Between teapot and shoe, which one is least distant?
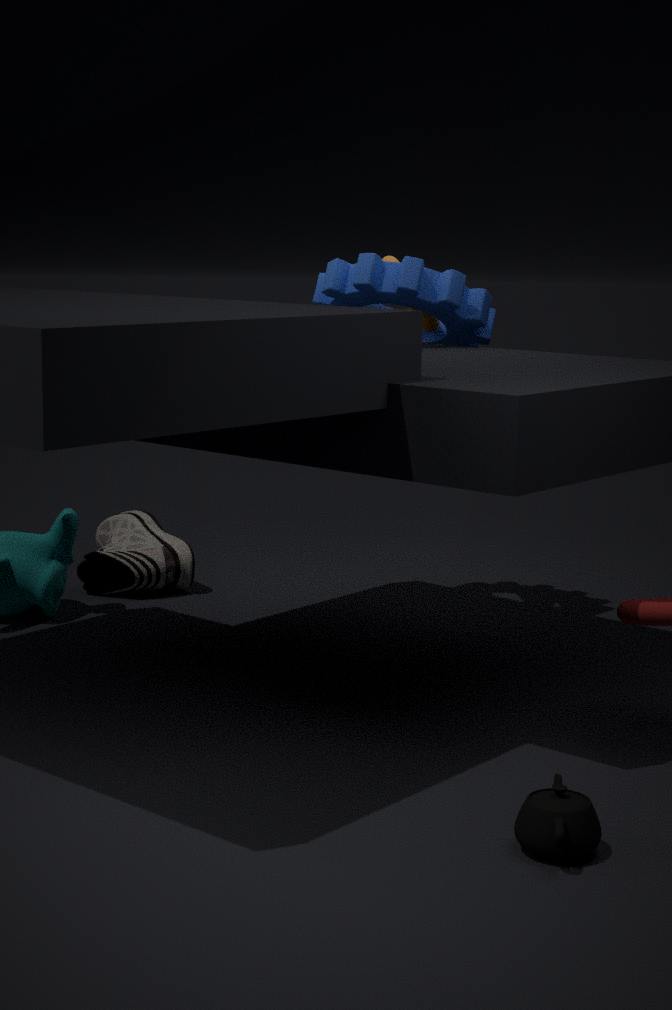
teapot
